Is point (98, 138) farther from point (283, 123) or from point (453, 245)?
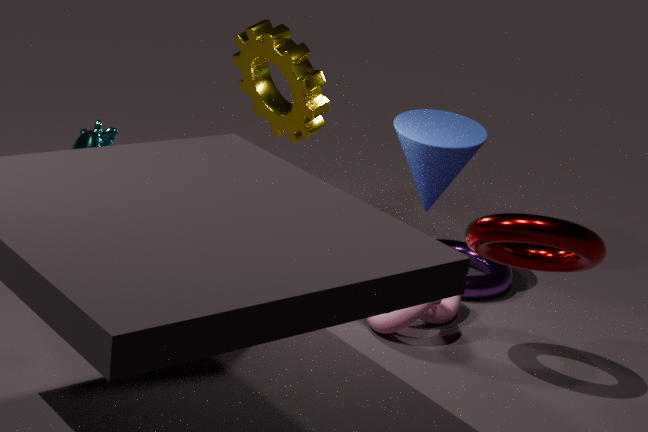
point (453, 245)
